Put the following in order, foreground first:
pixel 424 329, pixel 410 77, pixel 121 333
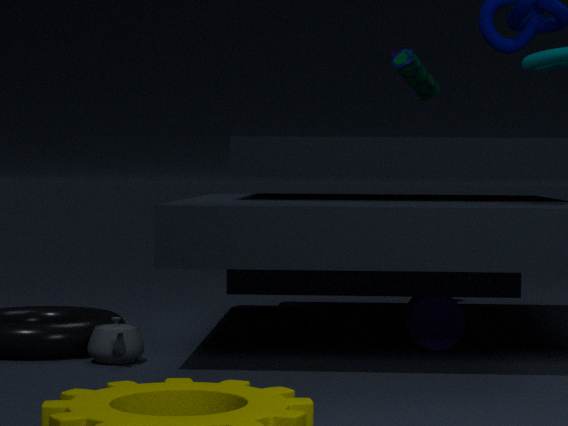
pixel 121 333, pixel 424 329, pixel 410 77
